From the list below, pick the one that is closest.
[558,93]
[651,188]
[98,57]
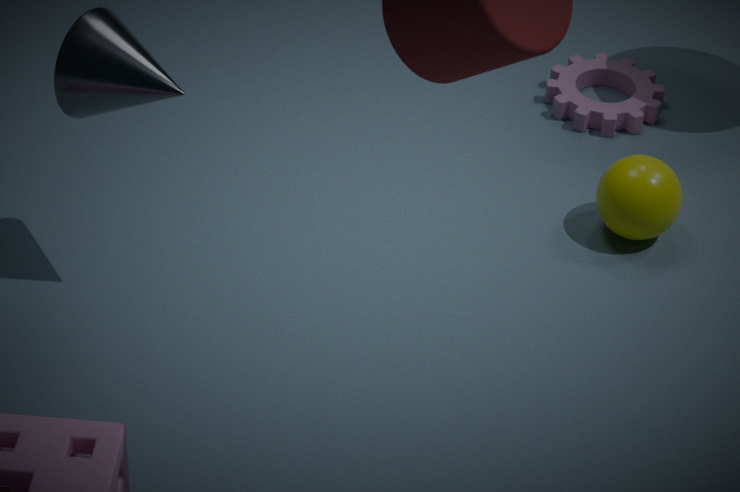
[98,57]
